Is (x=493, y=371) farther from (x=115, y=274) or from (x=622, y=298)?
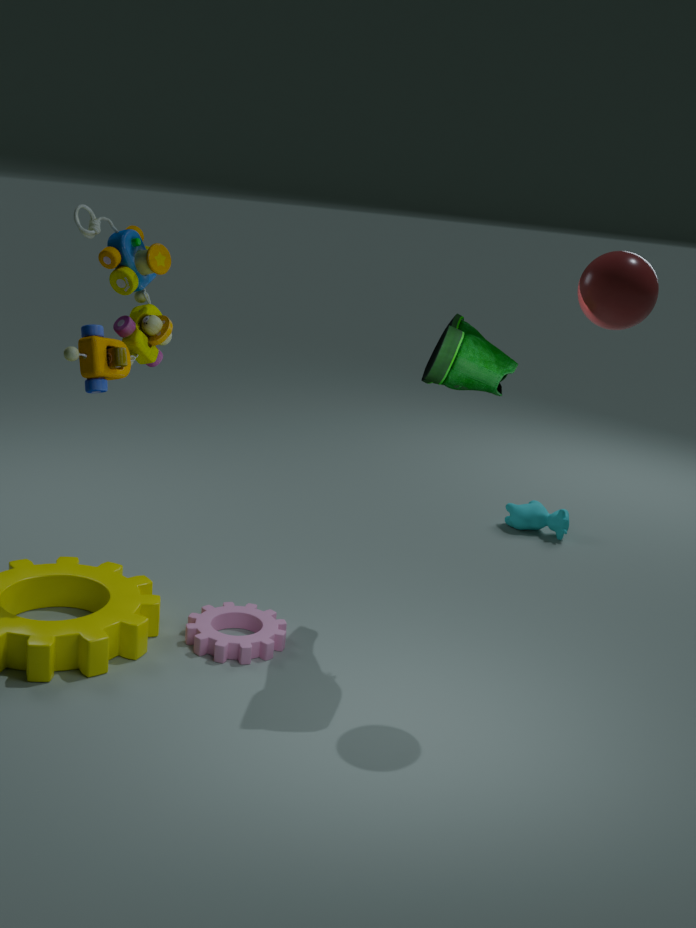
(x=115, y=274)
